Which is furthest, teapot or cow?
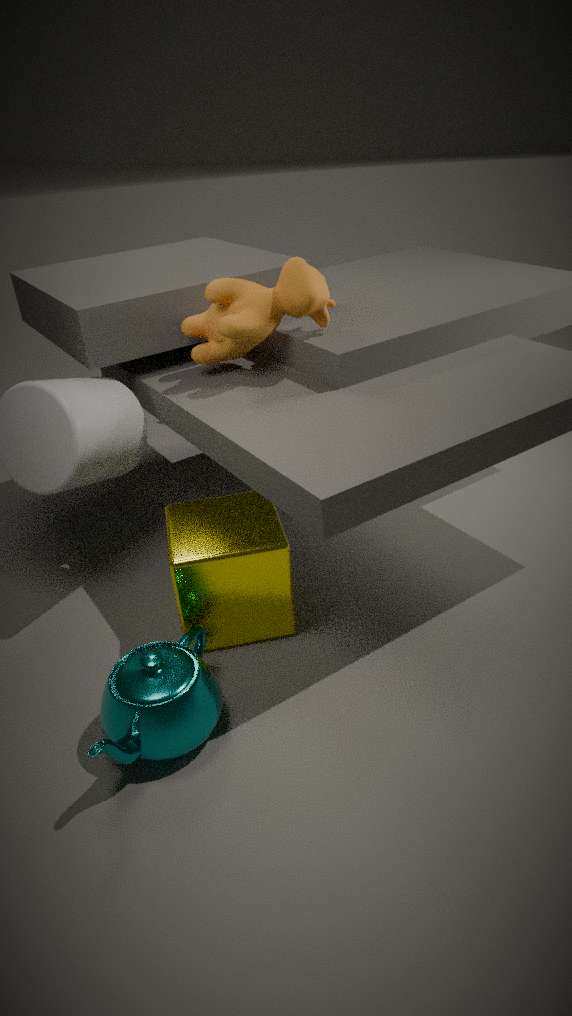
cow
